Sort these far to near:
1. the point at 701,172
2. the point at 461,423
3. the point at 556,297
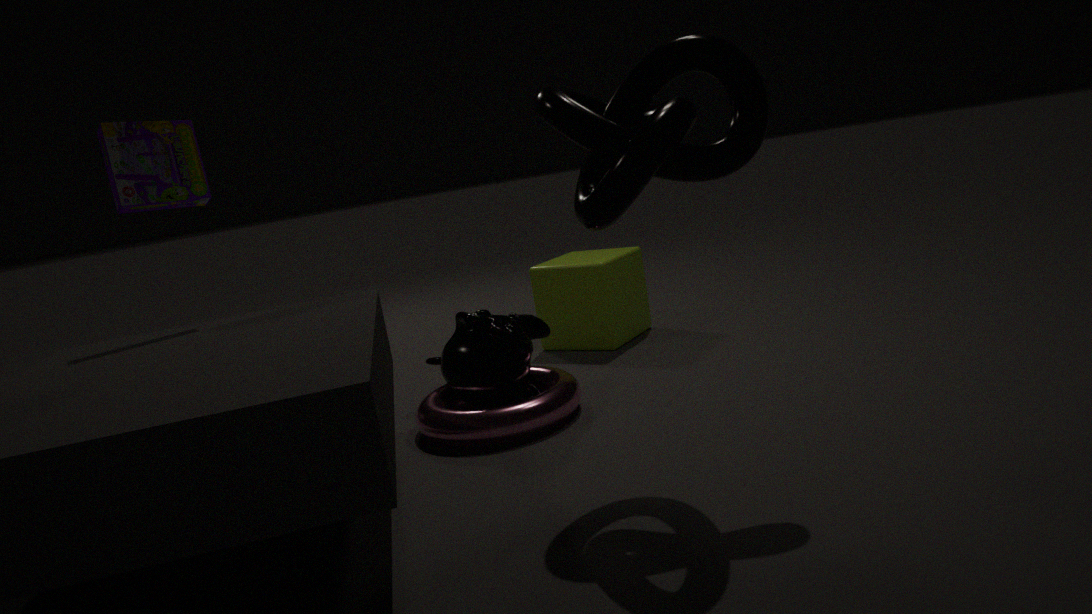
1. the point at 556,297
2. the point at 461,423
3. the point at 701,172
